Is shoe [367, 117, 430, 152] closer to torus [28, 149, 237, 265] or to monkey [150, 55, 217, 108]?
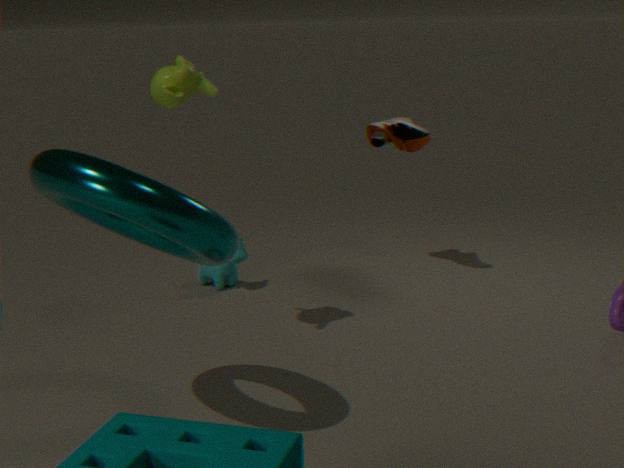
monkey [150, 55, 217, 108]
